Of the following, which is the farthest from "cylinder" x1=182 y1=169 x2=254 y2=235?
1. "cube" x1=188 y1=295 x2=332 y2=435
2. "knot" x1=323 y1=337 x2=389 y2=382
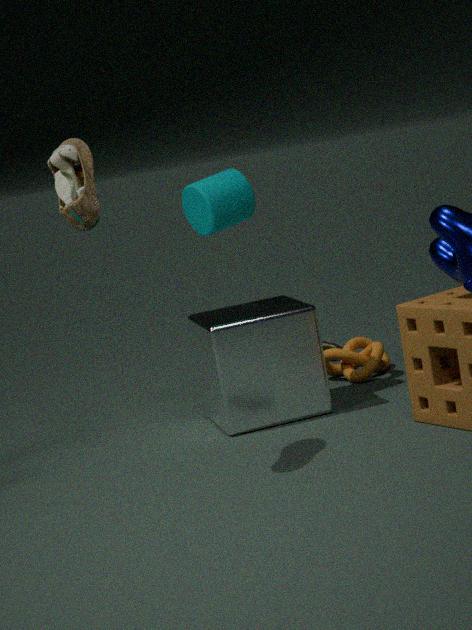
"knot" x1=323 y1=337 x2=389 y2=382
